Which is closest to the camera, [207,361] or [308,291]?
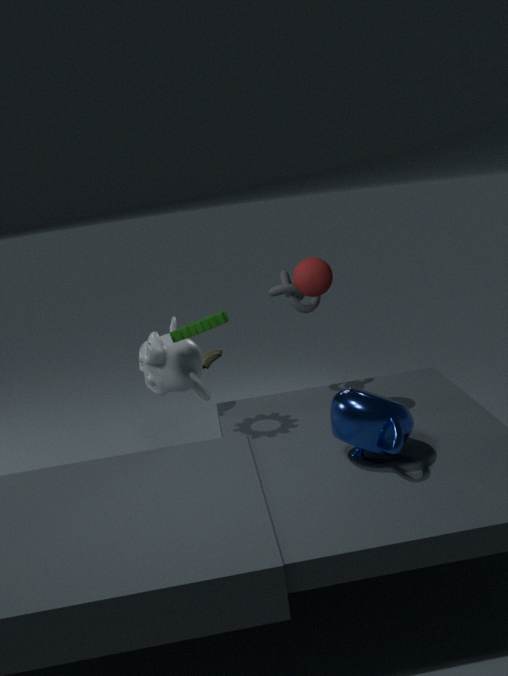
[308,291]
